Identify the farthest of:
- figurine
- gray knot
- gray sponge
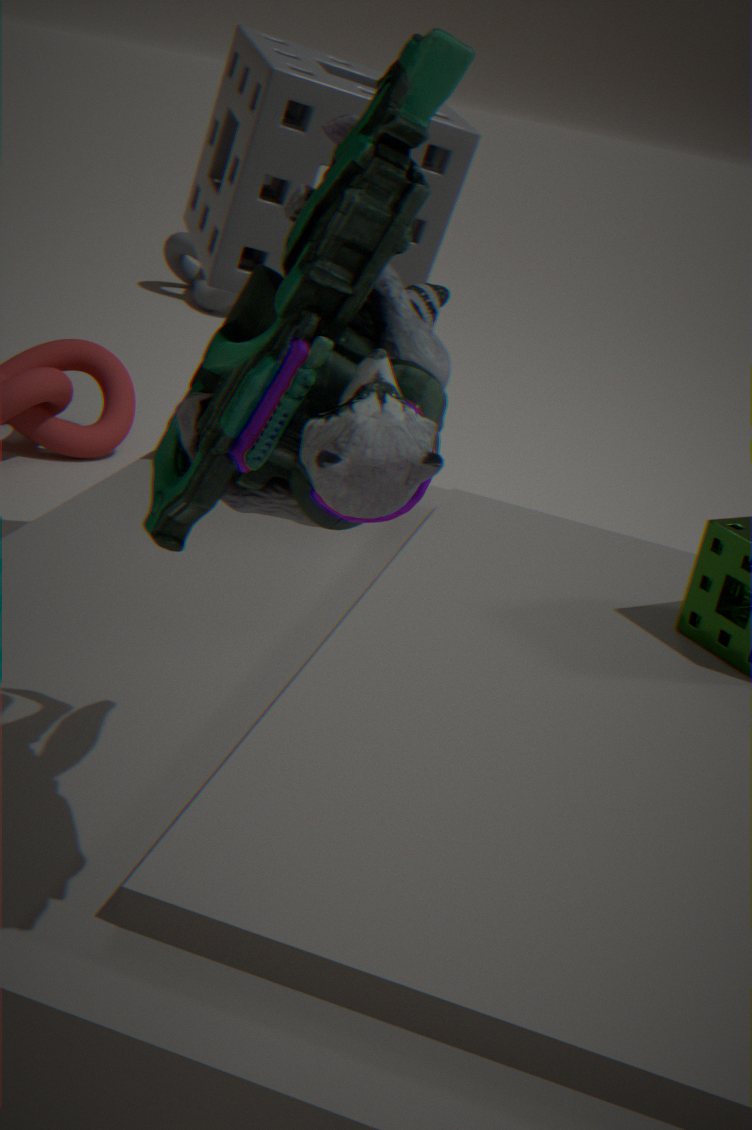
gray knot
